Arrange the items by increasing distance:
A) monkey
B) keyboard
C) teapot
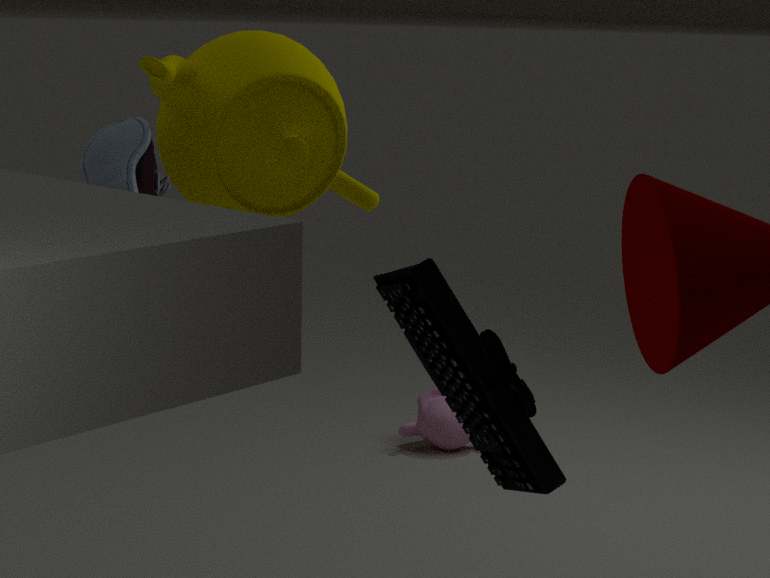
keyboard, teapot, monkey
